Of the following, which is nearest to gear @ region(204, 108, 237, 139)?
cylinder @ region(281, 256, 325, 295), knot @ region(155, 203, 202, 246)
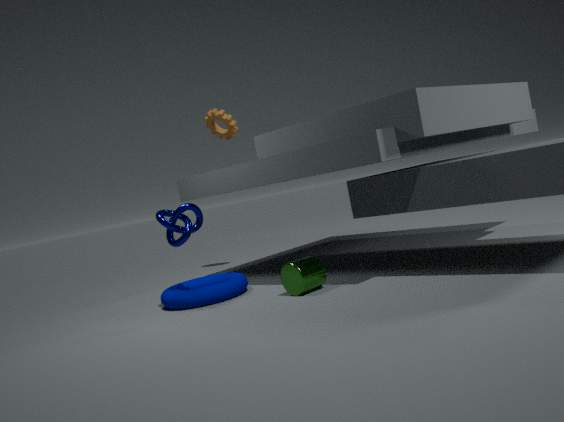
knot @ region(155, 203, 202, 246)
